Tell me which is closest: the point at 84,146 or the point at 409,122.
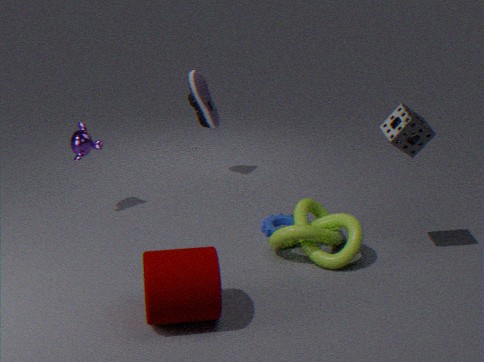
the point at 409,122
